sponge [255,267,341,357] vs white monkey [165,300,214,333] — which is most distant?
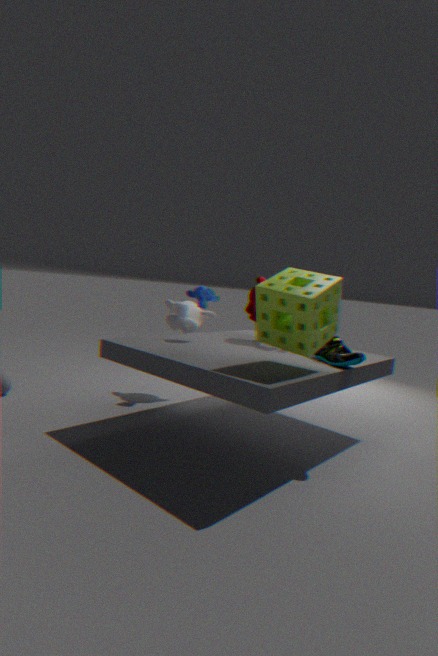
white monkey [165,300,214,333]
